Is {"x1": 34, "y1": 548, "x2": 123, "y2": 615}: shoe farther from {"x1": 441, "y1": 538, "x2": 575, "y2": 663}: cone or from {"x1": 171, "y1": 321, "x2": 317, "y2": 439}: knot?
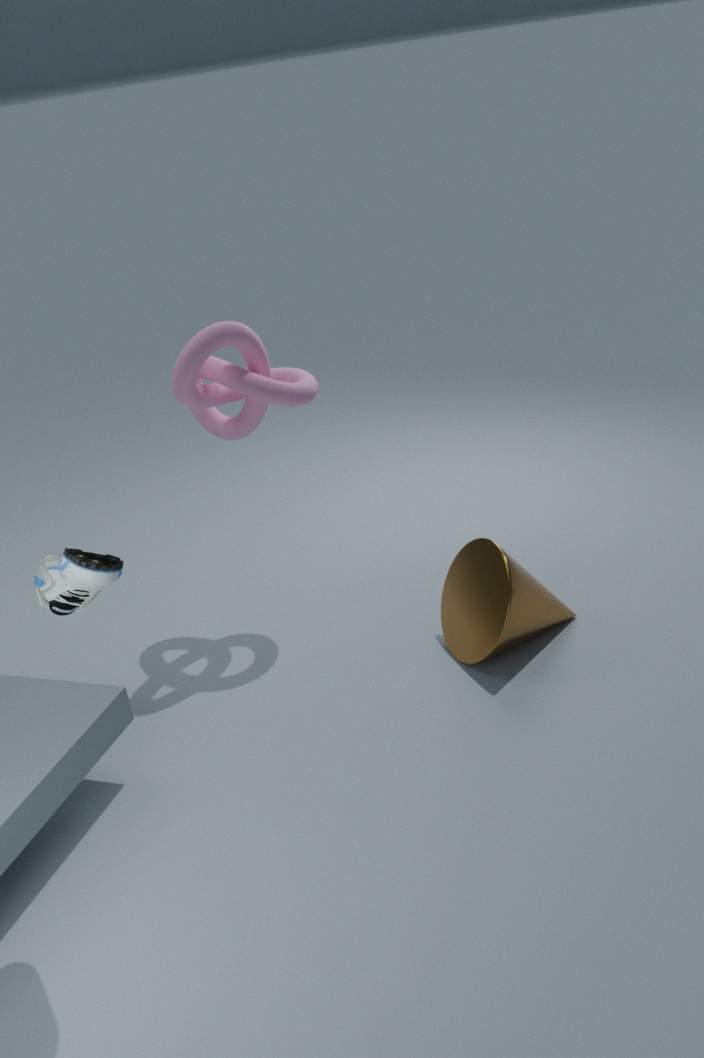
{"x1": 441, "y1": 538, "x2": 575, "y2": 663}: cone
